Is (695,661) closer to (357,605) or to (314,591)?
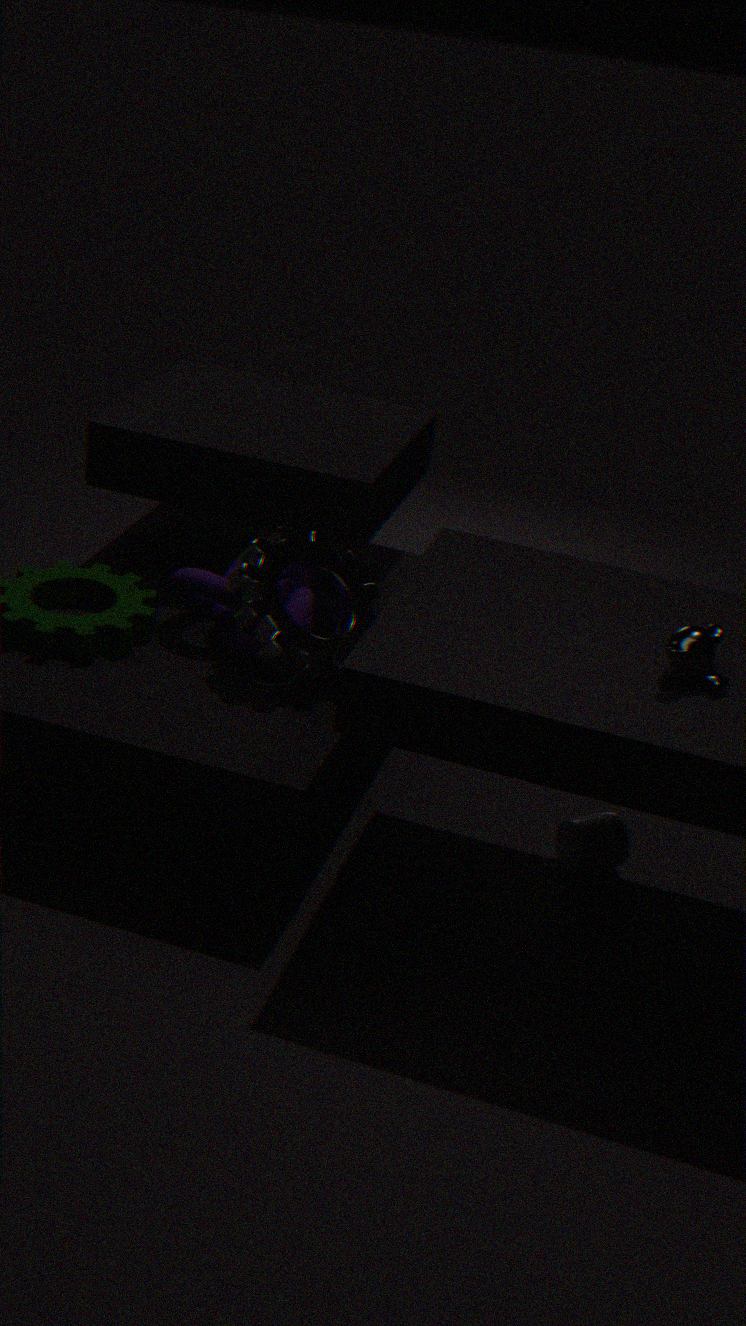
(357,605)
